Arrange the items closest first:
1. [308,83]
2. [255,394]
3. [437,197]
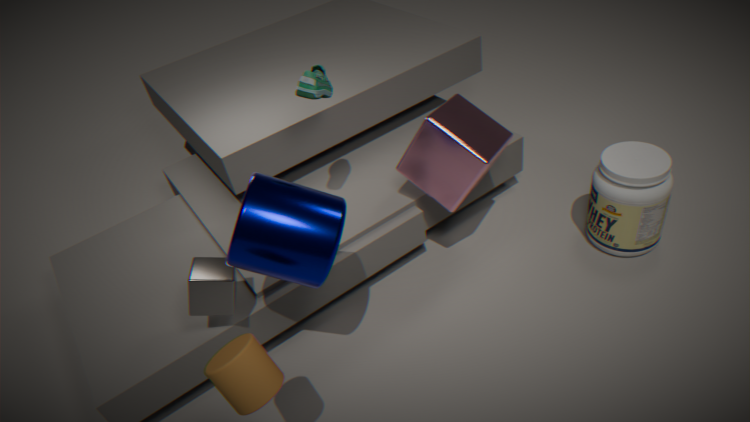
[255,394], [308,83], [437,197]
